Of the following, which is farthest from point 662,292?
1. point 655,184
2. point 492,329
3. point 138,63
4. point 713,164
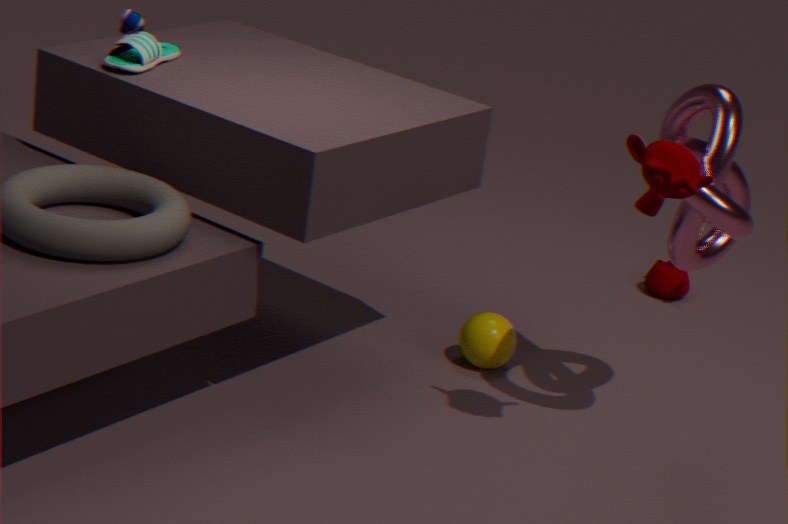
point 138,63
